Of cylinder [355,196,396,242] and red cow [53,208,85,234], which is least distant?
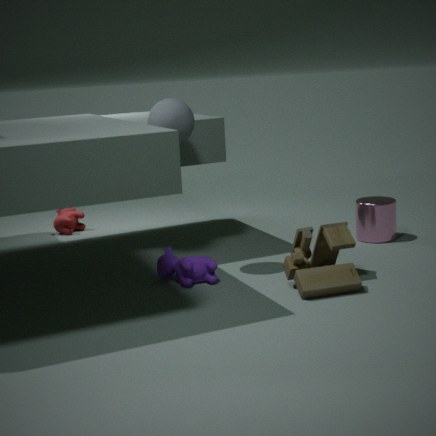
cylinder [355,196,396,242]
